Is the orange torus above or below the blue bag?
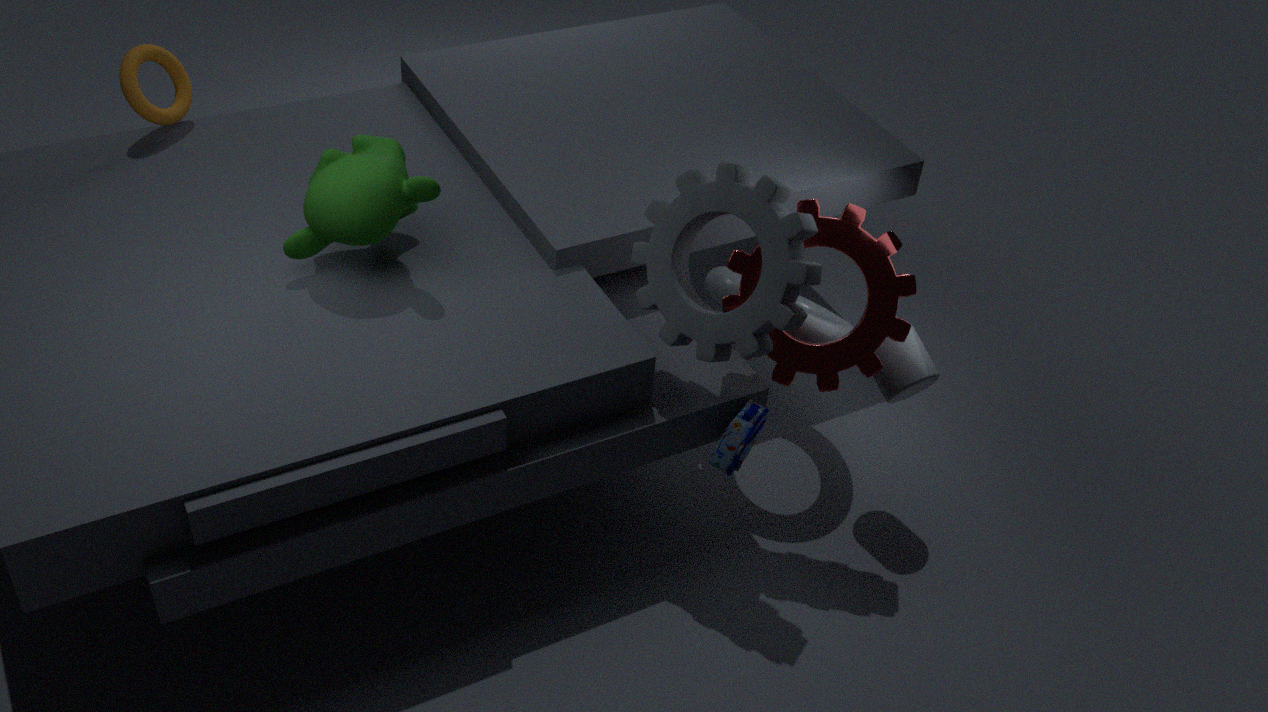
above
